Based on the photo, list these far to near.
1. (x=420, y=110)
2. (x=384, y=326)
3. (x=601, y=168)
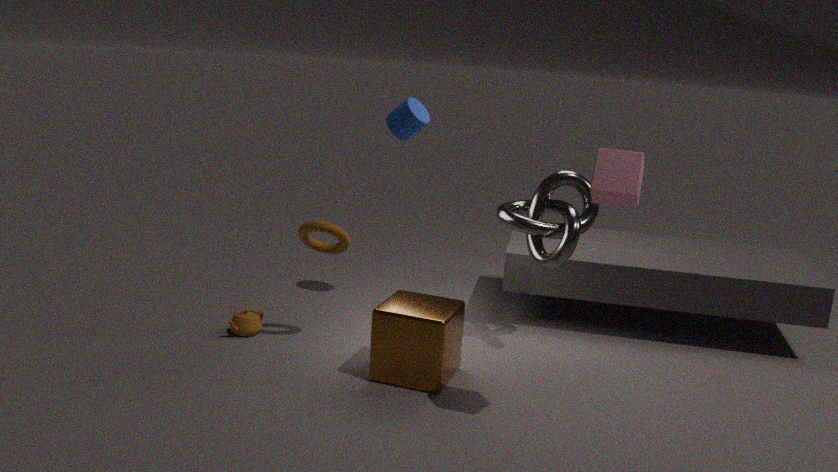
1. (x=420, y=110)
2. (x=384, y=326)
3. (x=601, y=168)
